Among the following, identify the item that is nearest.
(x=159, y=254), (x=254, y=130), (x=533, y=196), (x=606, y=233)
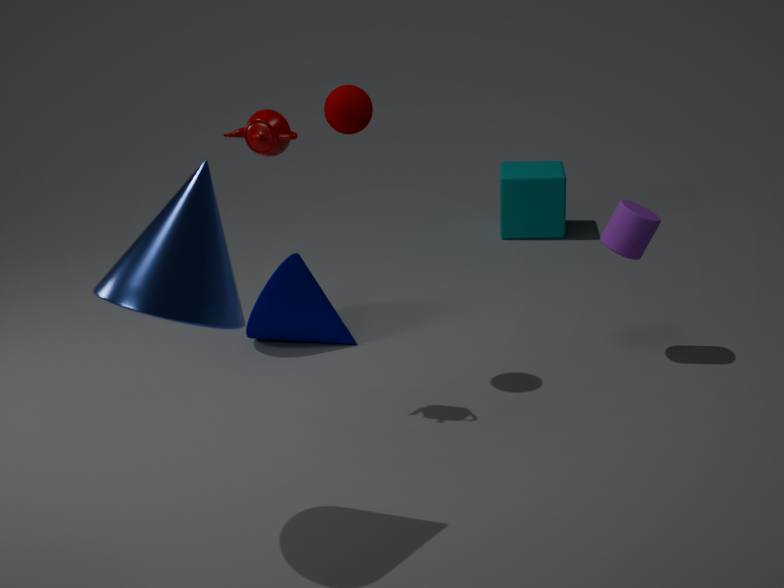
(x=159, y=254)
